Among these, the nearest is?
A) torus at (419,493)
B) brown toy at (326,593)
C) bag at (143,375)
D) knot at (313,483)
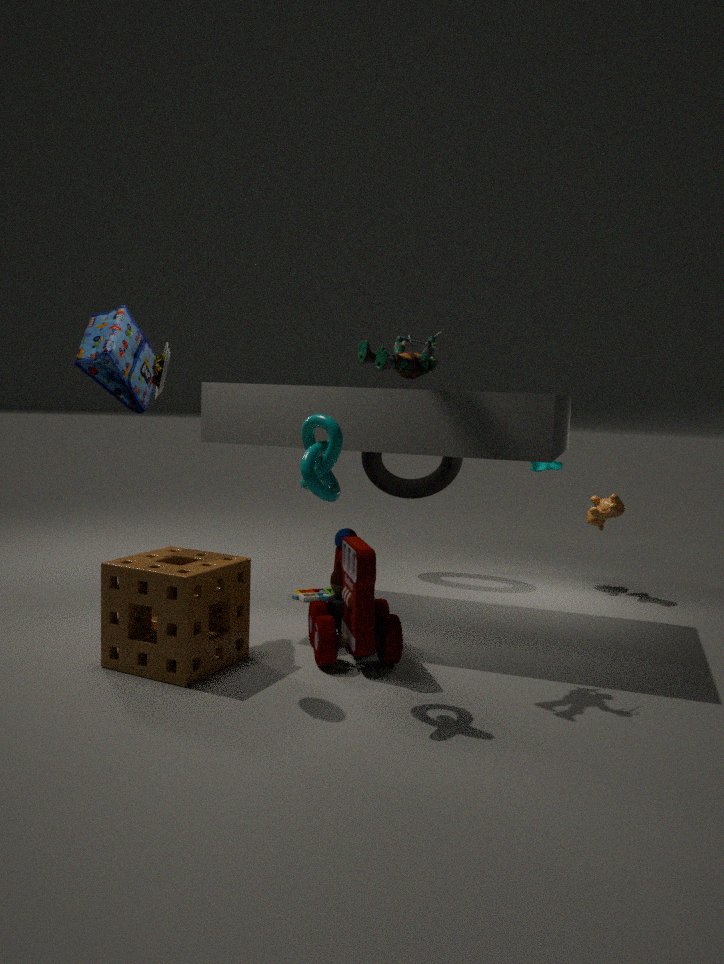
knot at (313,483)
